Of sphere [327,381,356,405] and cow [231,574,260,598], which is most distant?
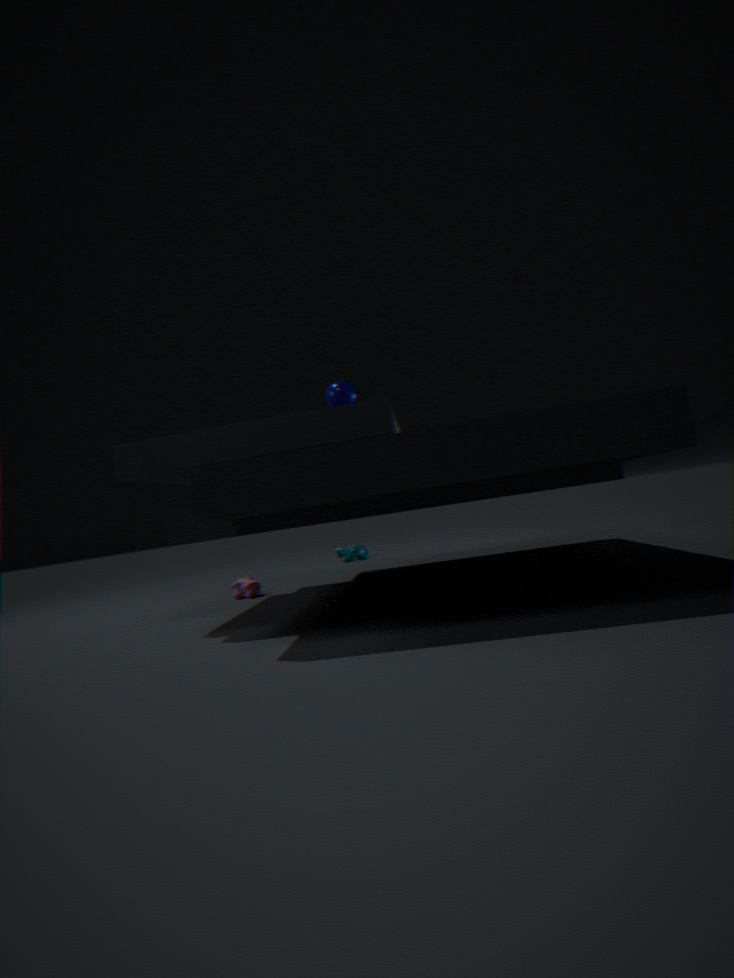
cow [231,574,260,598]
